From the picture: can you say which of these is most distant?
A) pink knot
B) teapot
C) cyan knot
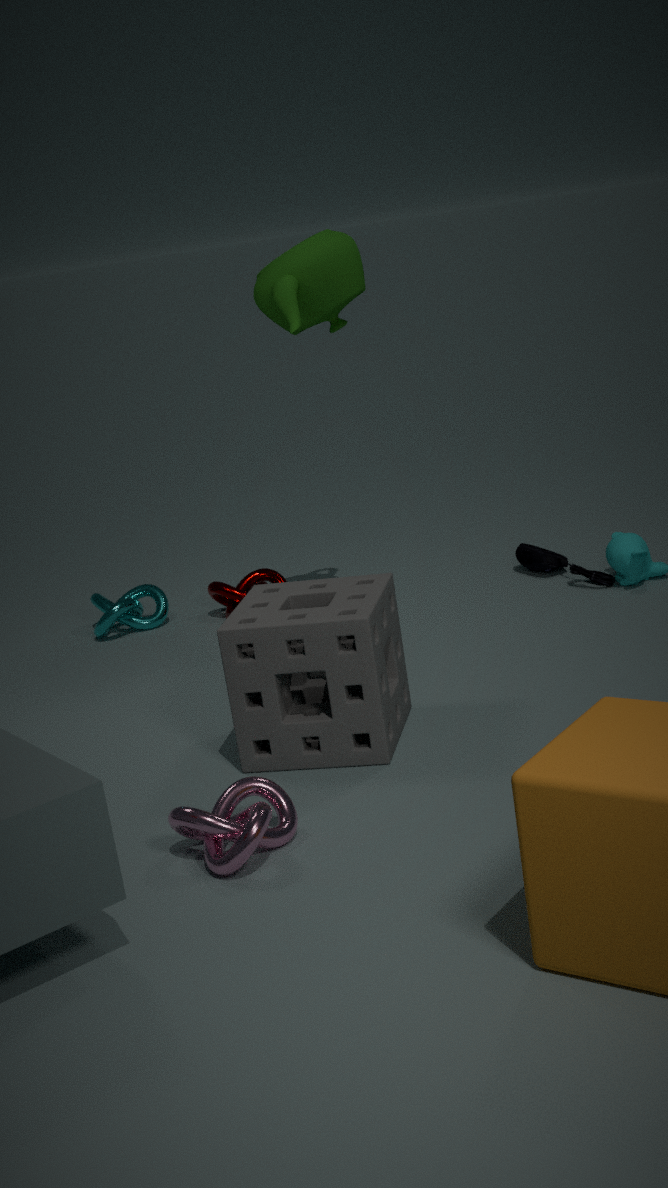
cyan knot
